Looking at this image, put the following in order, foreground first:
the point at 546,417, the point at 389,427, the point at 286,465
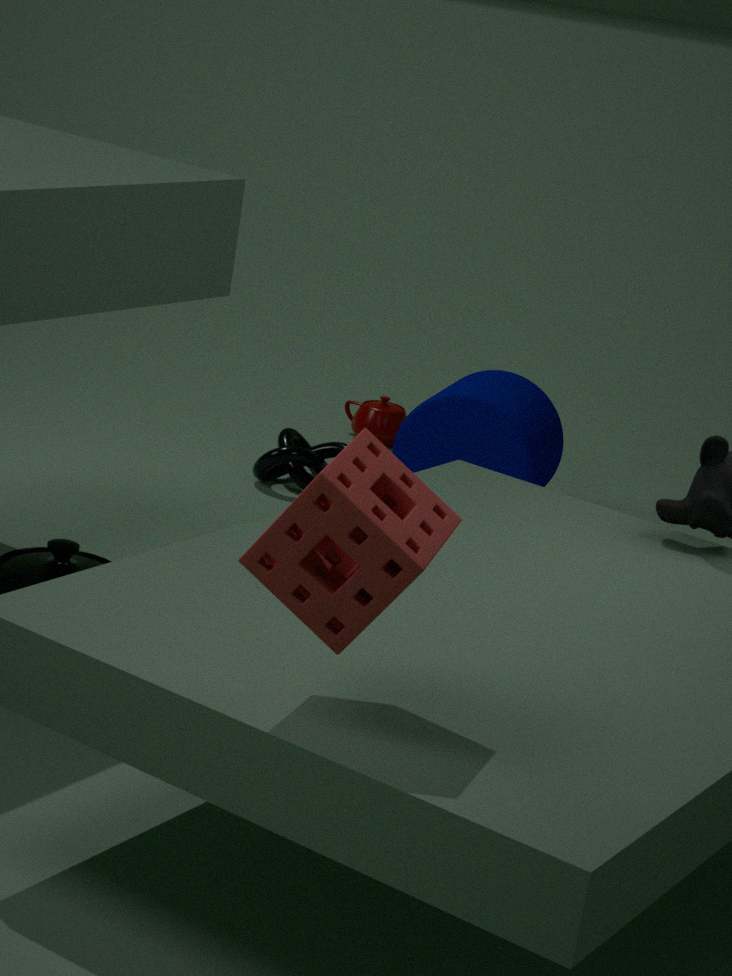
the point at 546,417
the point at 286,465
the point at 389,427
